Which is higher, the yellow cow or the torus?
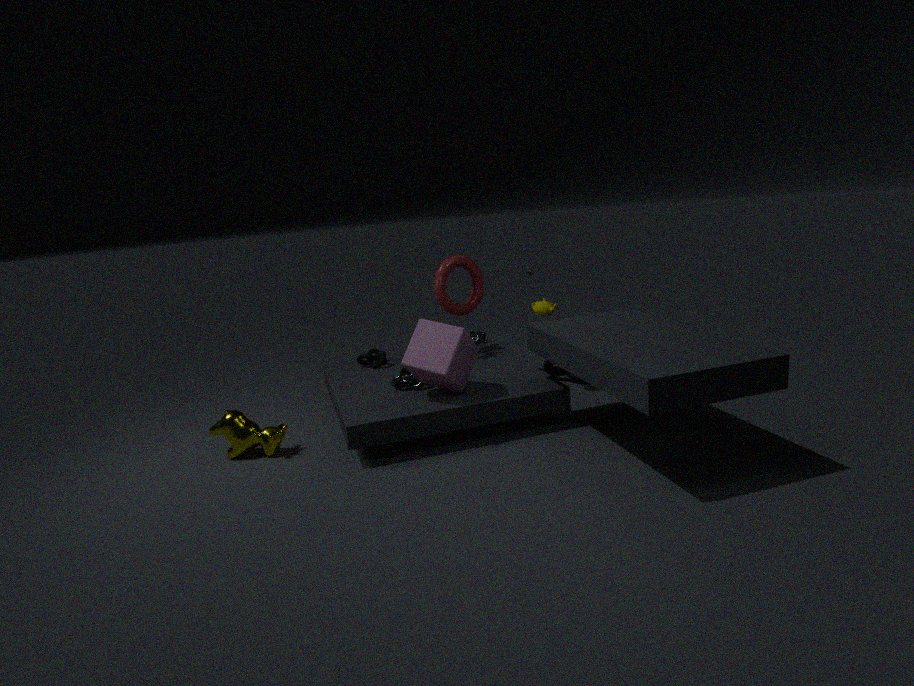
the torus
